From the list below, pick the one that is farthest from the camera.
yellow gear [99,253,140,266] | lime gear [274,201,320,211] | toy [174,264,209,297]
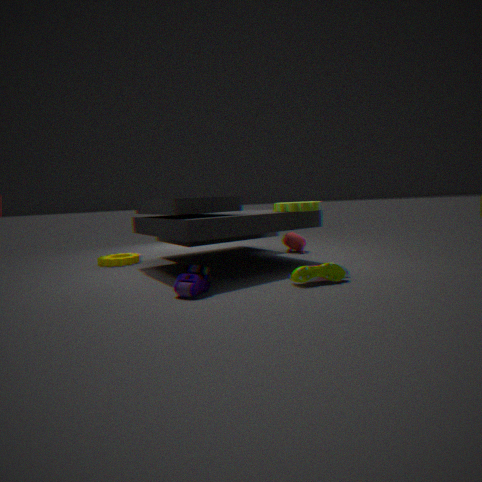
yellow gear [99,253,140,266]
